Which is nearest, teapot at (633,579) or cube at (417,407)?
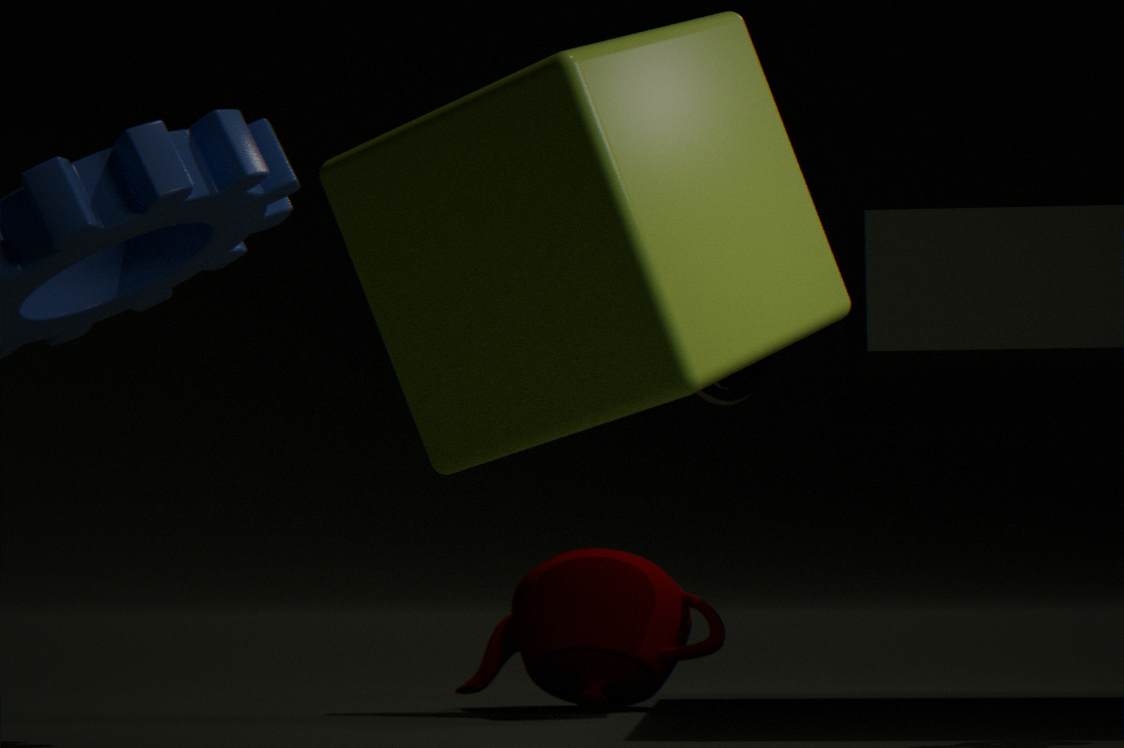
cube at (417,407)
